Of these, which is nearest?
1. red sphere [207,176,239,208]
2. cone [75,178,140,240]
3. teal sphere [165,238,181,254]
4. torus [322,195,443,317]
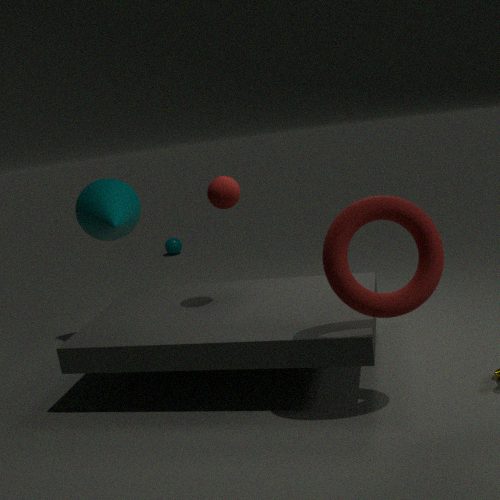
torus [322,195,443,317]
